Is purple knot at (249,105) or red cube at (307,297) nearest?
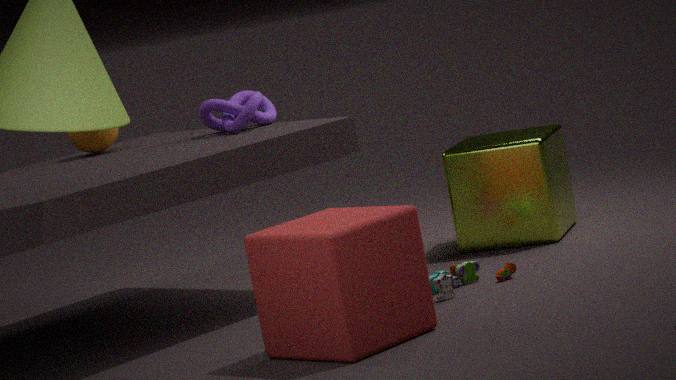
red cube at (307,297)
